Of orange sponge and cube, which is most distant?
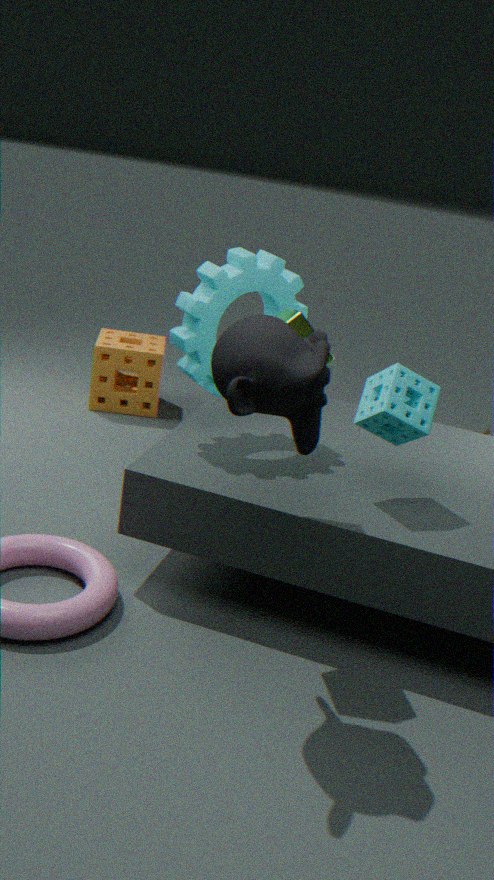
orange sponge
